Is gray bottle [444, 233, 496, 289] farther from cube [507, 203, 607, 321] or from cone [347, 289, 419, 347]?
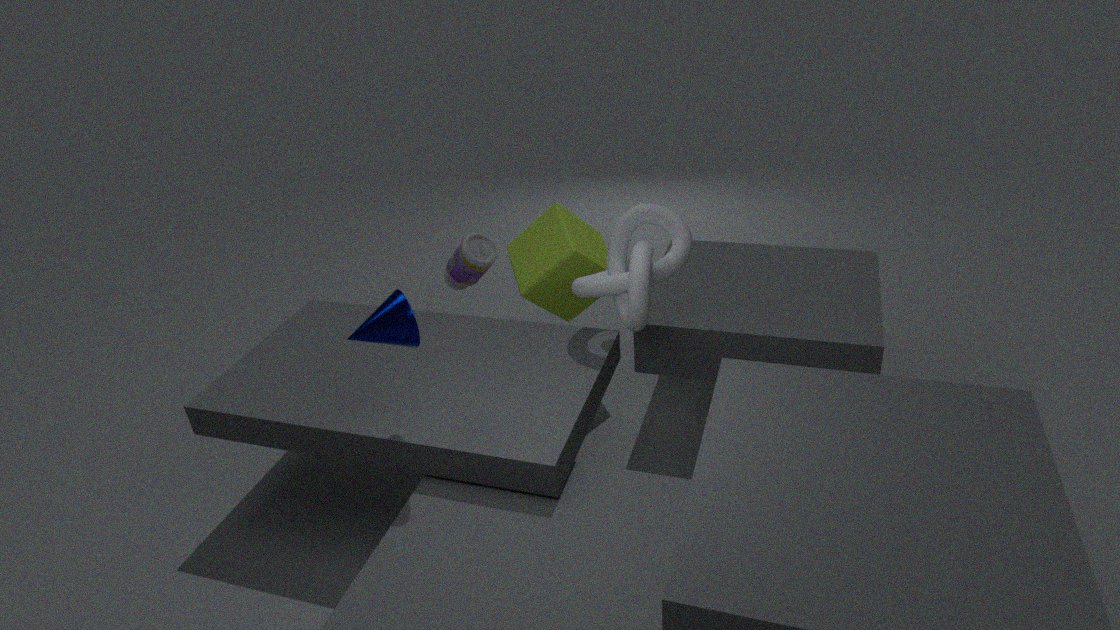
cone [347, 289, 419, 347]
